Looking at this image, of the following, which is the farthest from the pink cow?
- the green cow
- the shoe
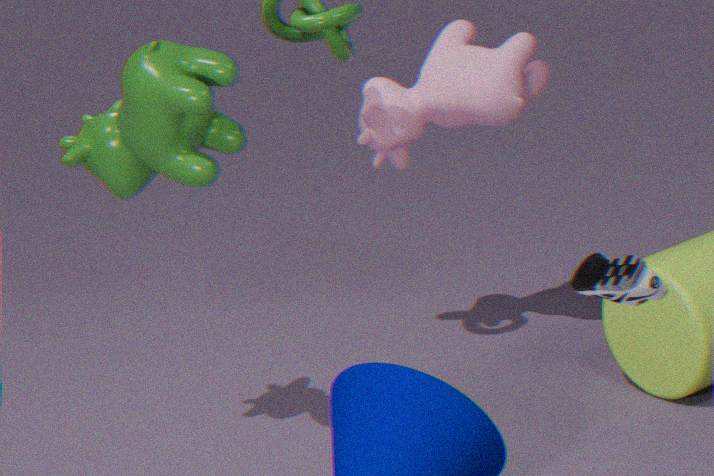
the shoe
